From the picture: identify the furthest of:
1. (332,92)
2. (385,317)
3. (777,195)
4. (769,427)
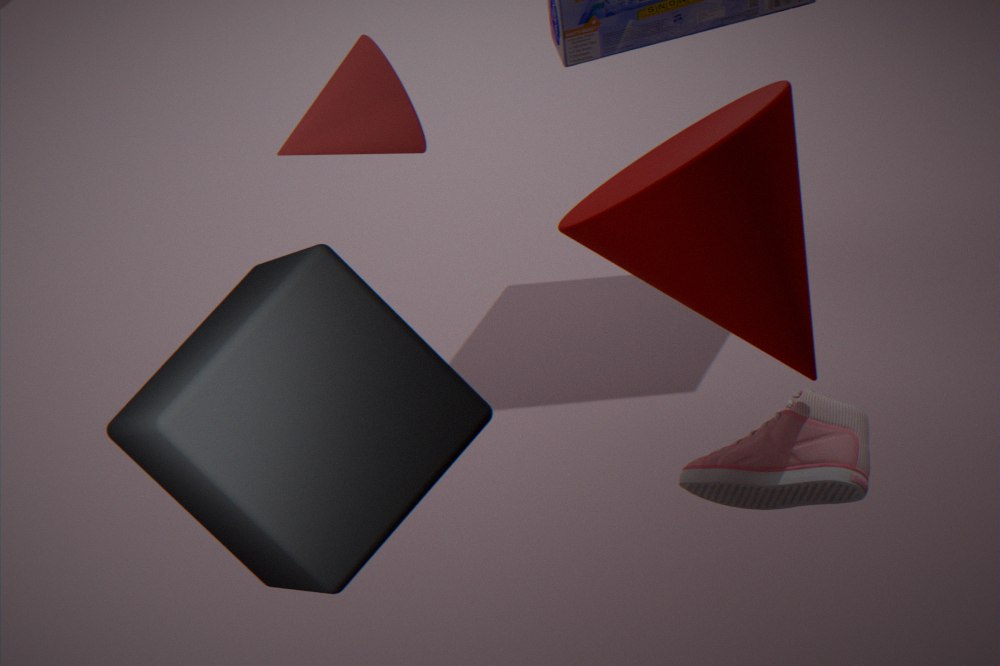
(769,427)
